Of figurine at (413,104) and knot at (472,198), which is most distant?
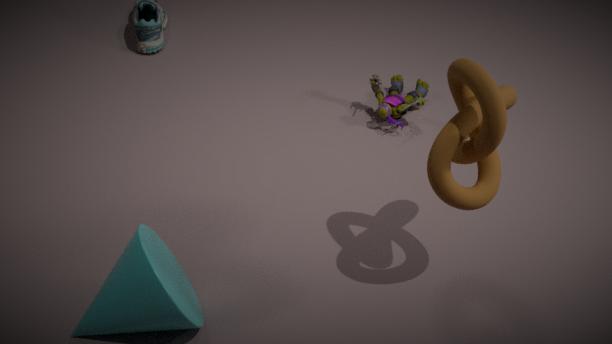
figurine at (413,104)
